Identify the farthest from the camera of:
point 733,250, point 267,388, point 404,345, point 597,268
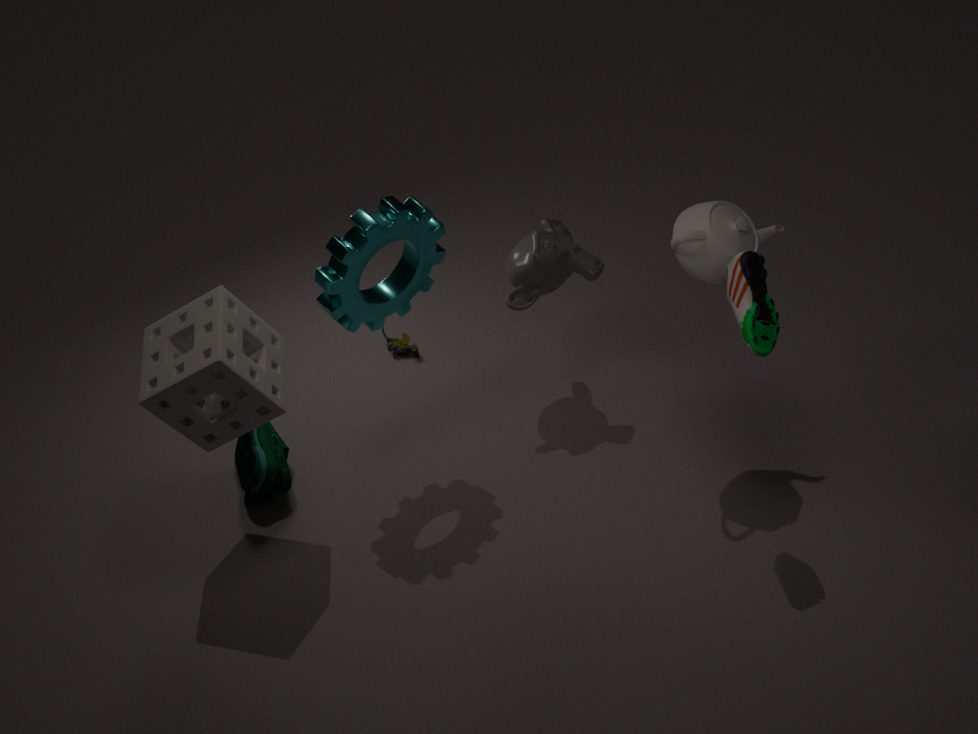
point 404,345
